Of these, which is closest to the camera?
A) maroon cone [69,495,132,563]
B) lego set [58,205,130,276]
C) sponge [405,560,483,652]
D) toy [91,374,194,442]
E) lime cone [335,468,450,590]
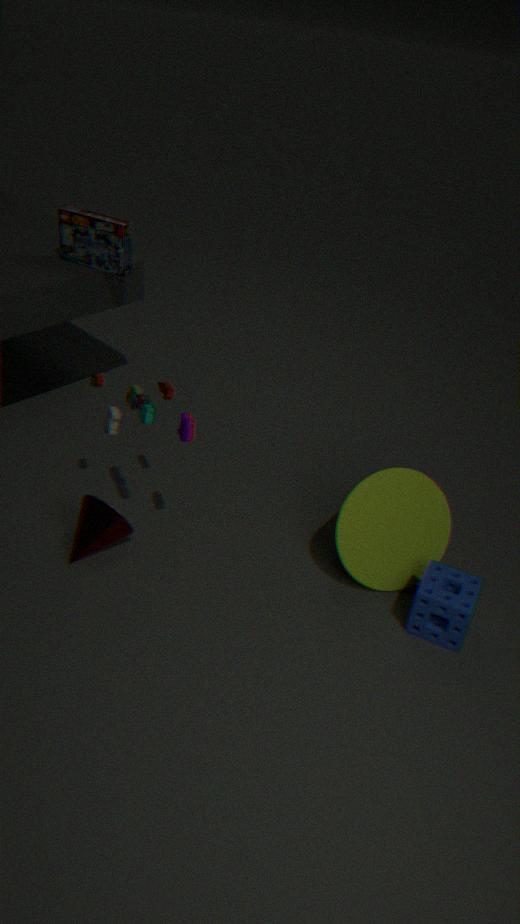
toy [91,374,194,442]
